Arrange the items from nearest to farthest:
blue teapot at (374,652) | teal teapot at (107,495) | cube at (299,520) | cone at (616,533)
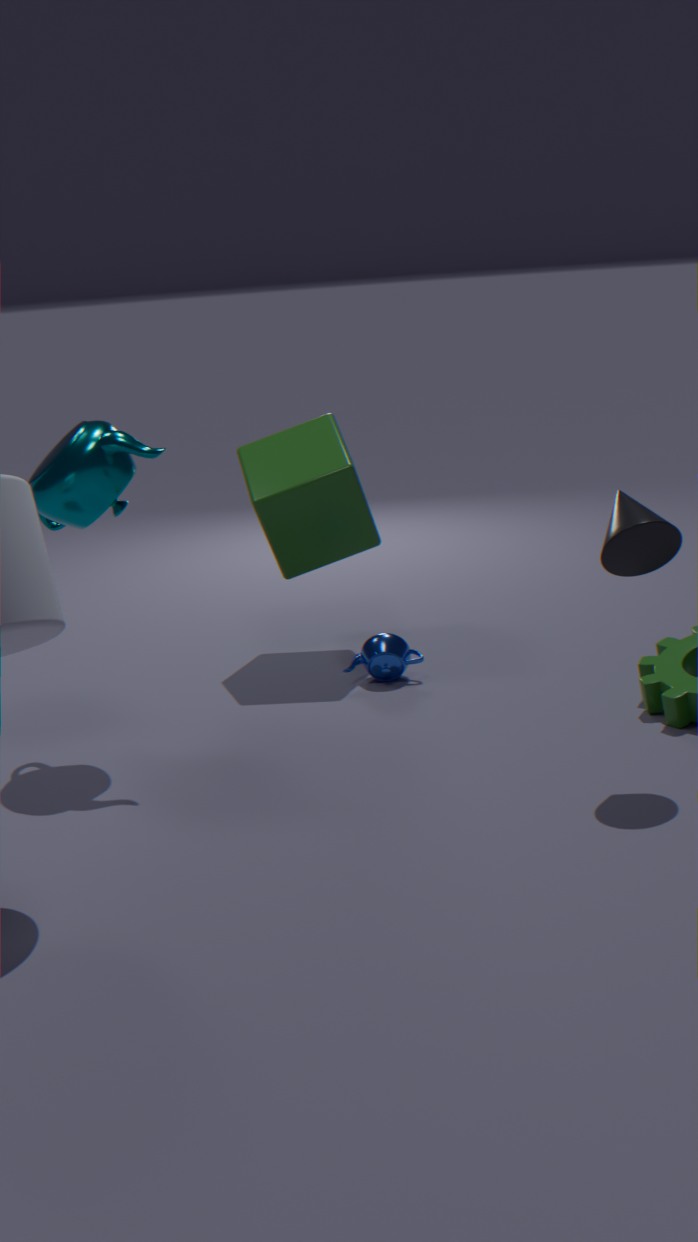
1. cone at (616,533)
2. teal teapot at (107,495)
3. blue teapot at (374,652)
4. cube at (299,520)
